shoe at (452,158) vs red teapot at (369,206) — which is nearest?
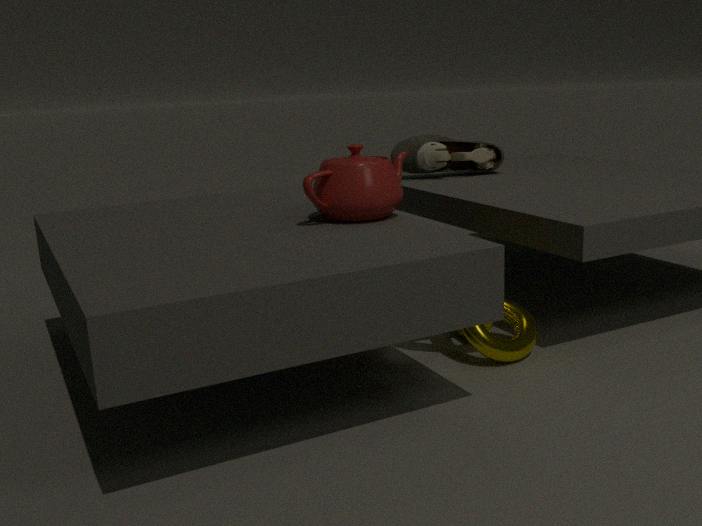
red teapot at (369,206)
